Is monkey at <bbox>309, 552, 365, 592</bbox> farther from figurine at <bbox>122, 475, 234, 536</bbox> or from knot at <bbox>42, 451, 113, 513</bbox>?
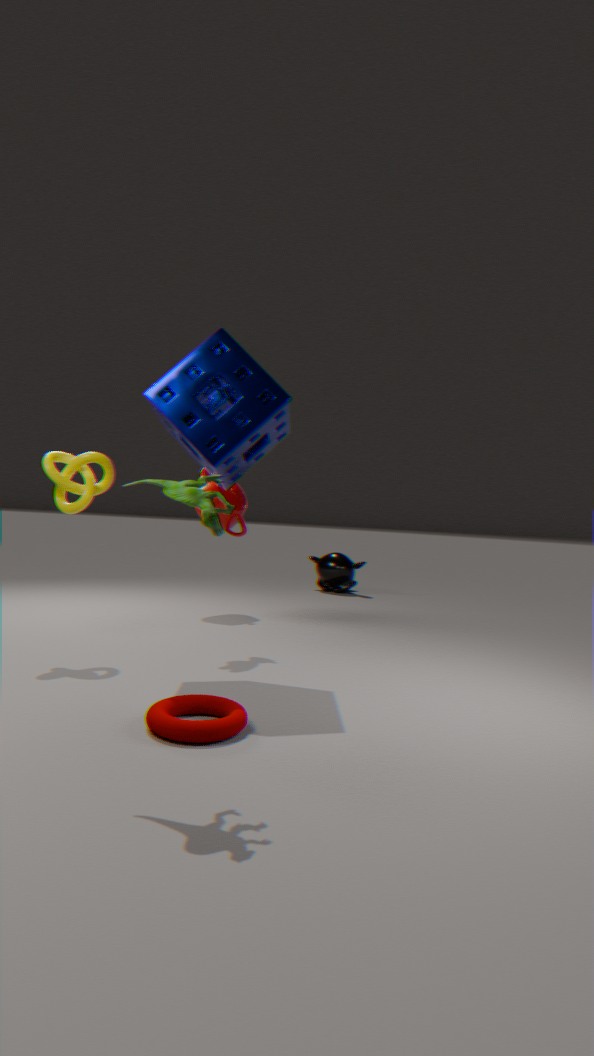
figurine at <bbox>122, 475, 234, 536</bbox>
